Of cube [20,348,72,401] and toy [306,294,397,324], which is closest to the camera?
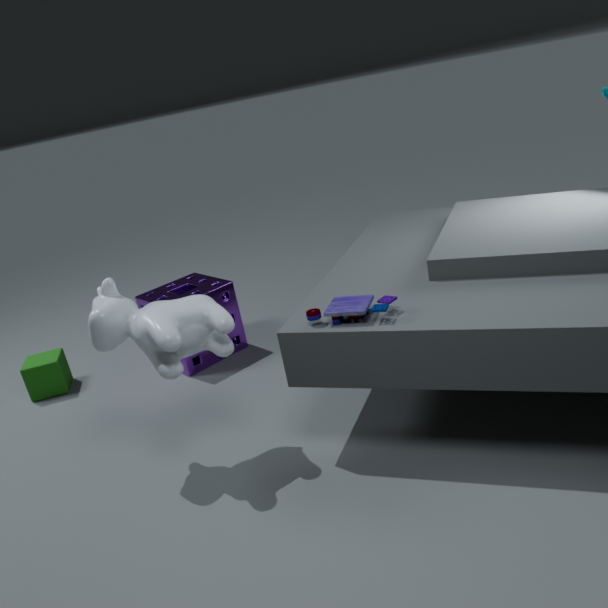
toy [306,294,397,324]
